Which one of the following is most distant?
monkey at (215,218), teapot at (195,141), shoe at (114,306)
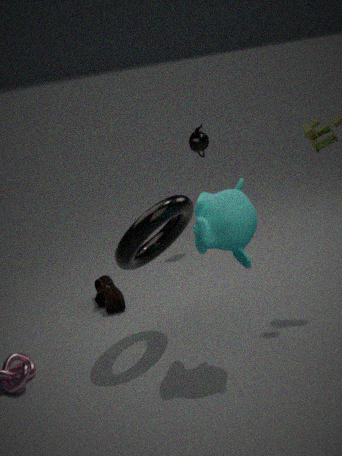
teapot at (195,141)
